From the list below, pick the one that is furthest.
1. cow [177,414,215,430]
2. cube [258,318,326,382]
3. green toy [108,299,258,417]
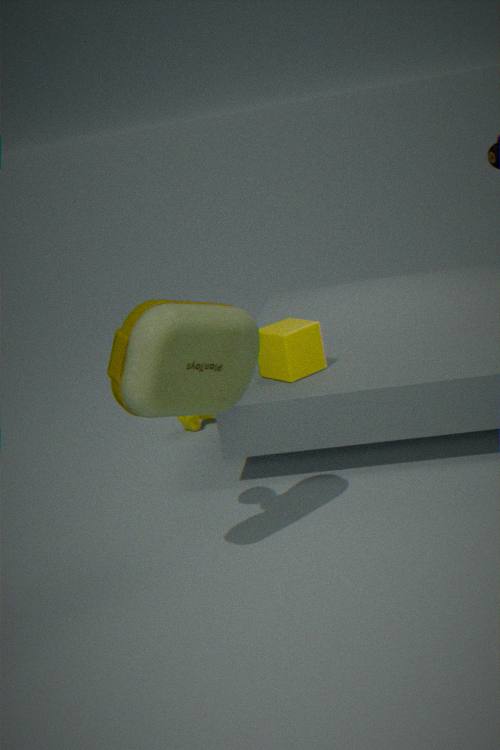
cow [177,414,215,430]
